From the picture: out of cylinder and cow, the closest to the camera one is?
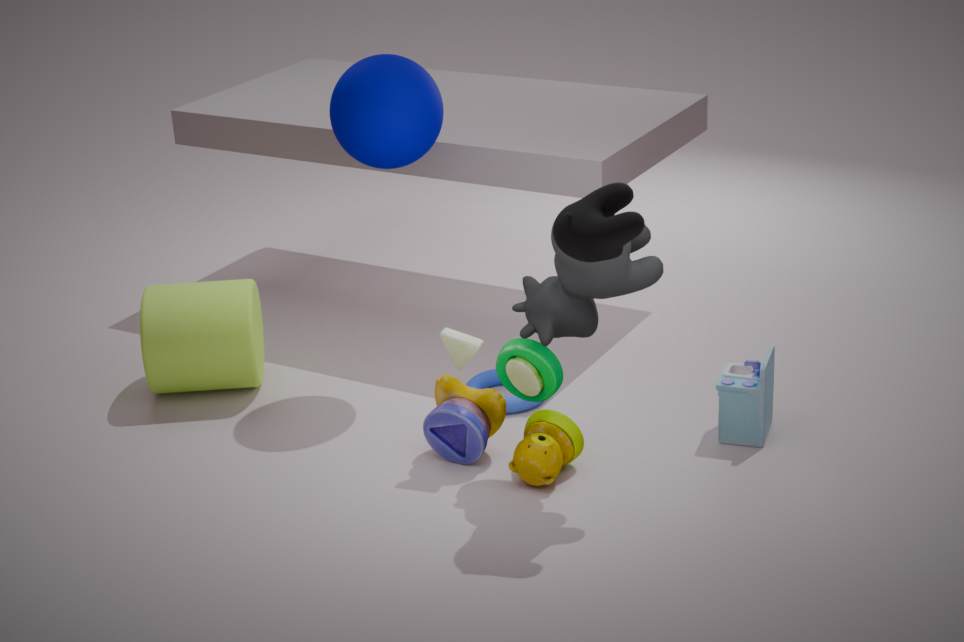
cow
